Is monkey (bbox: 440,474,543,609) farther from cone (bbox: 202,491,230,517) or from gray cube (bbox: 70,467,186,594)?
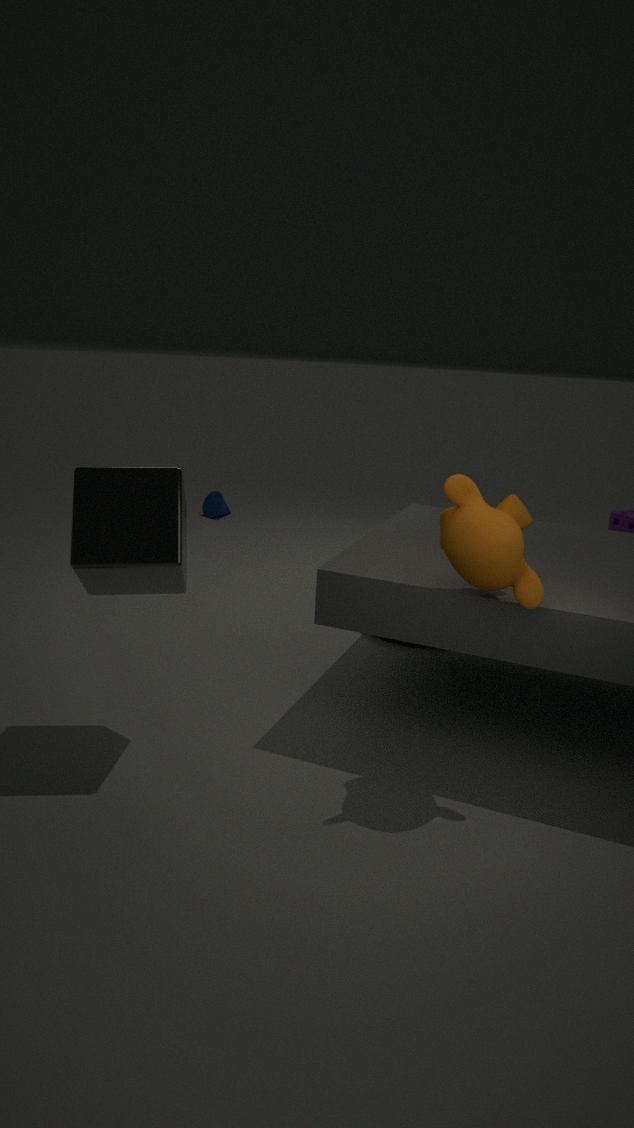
cone (bbox: 202,491,230,517)
